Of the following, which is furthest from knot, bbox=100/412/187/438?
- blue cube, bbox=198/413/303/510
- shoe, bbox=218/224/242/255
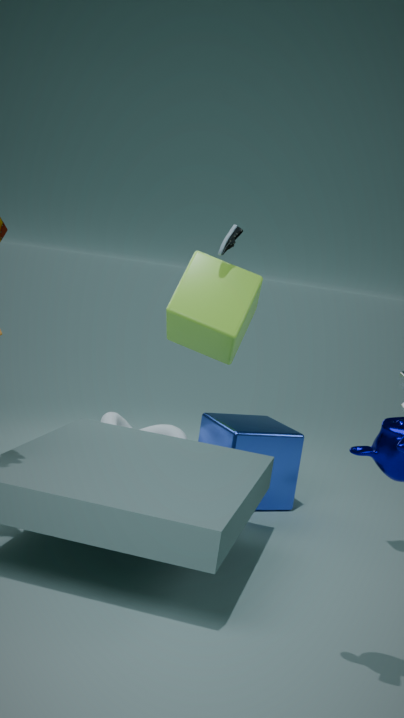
shoe, bbox=218/224/242/255
